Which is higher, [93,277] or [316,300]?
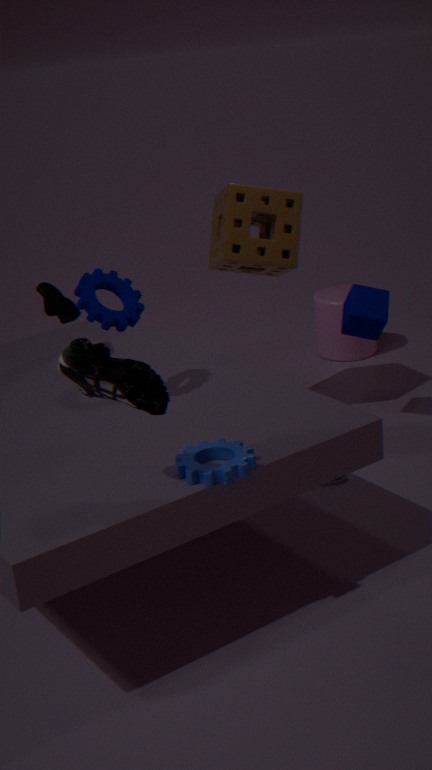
[93,277]
